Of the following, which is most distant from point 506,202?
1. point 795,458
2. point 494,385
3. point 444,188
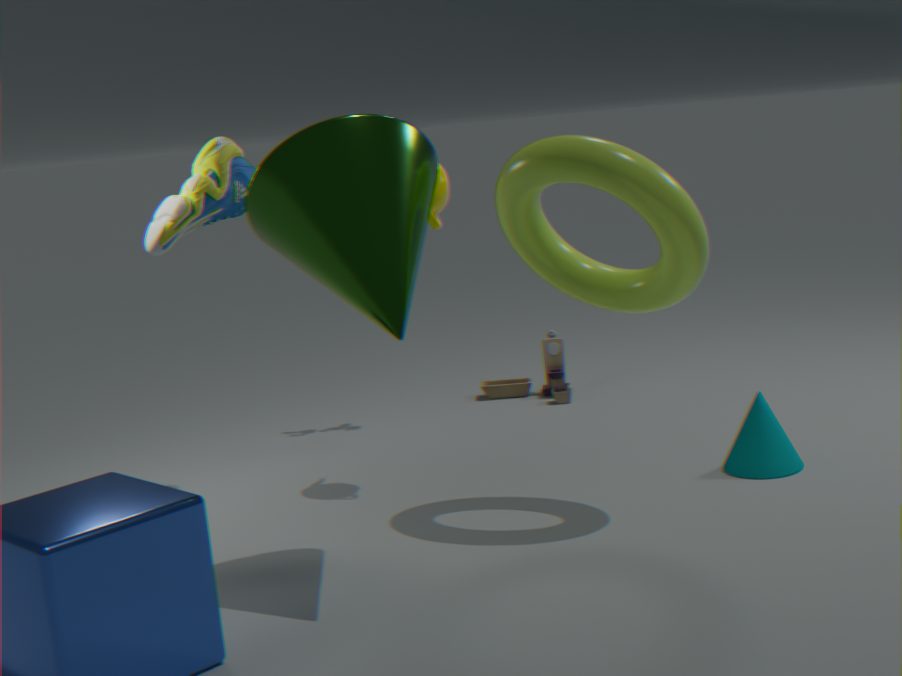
point 494,385
